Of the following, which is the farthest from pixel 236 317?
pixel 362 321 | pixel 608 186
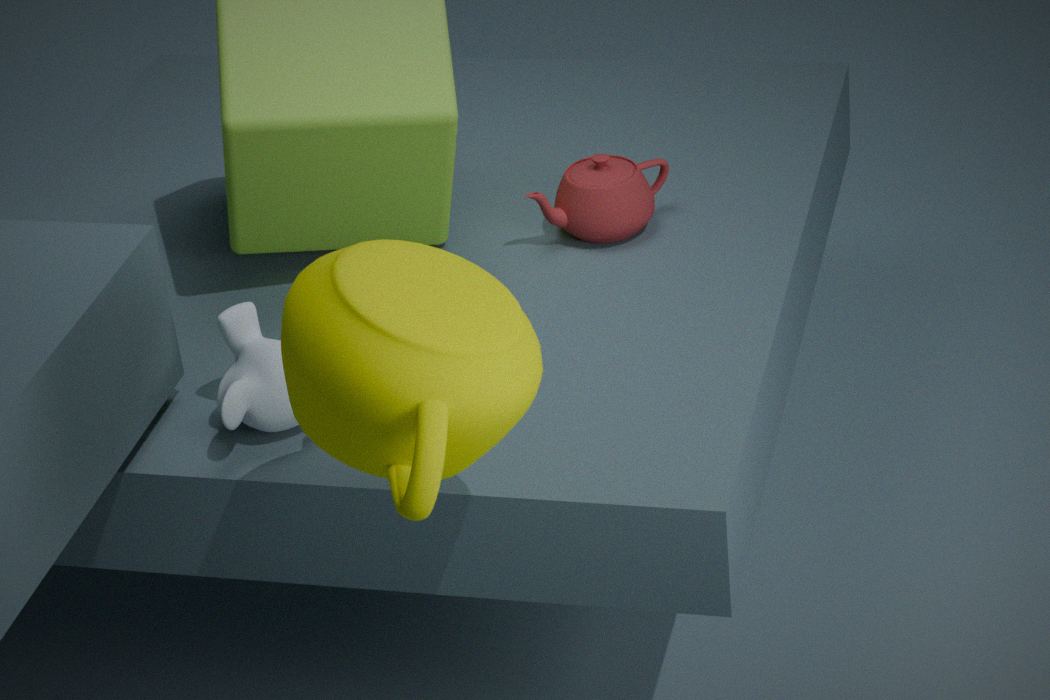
pixel 608 186
